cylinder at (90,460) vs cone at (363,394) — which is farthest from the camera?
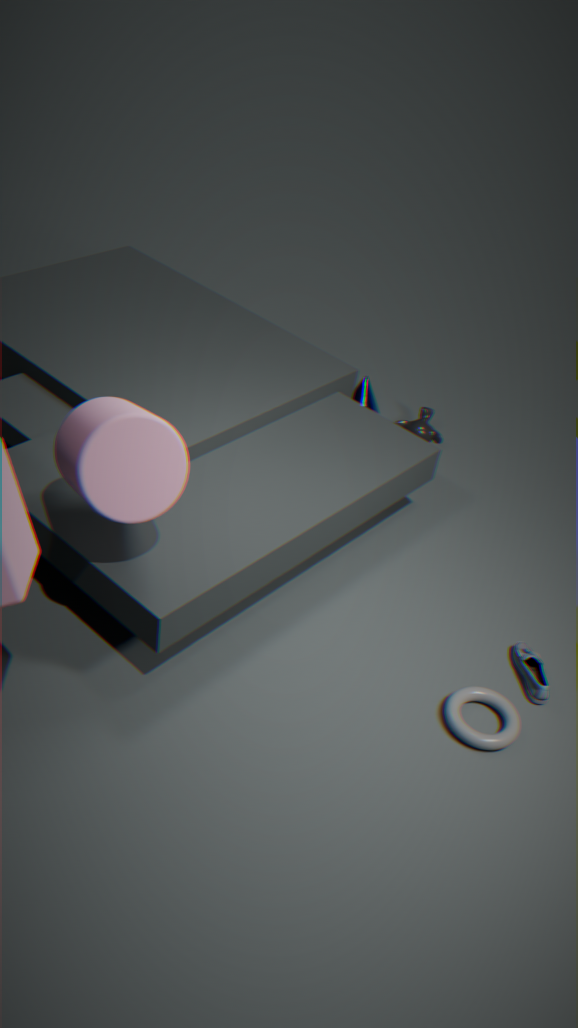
cone at (363,394)
